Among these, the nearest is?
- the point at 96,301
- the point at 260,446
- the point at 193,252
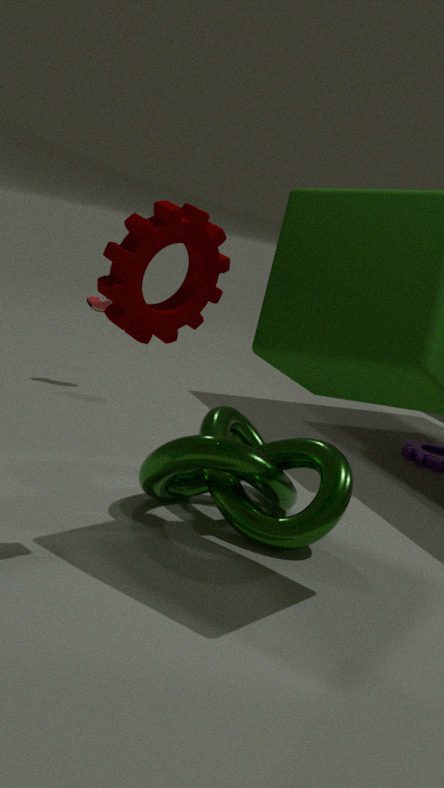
the point at 193,252
